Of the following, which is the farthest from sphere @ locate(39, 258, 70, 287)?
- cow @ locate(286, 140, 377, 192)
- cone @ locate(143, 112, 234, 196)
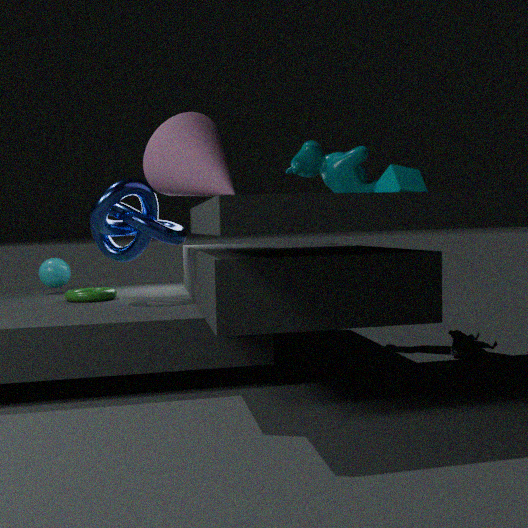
cow @ locate(286, 140, 377, 192)
